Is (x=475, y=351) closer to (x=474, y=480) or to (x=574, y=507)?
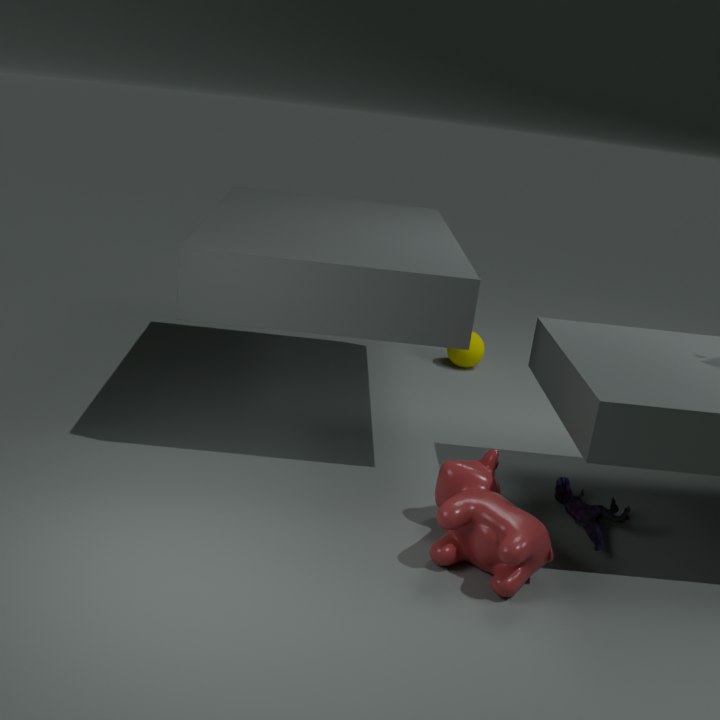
(x=574, y=507)
